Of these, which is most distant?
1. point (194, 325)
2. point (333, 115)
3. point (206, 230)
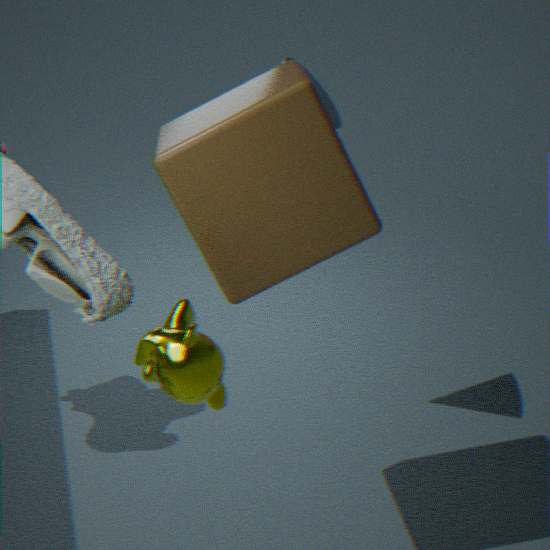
point (333, 115)
